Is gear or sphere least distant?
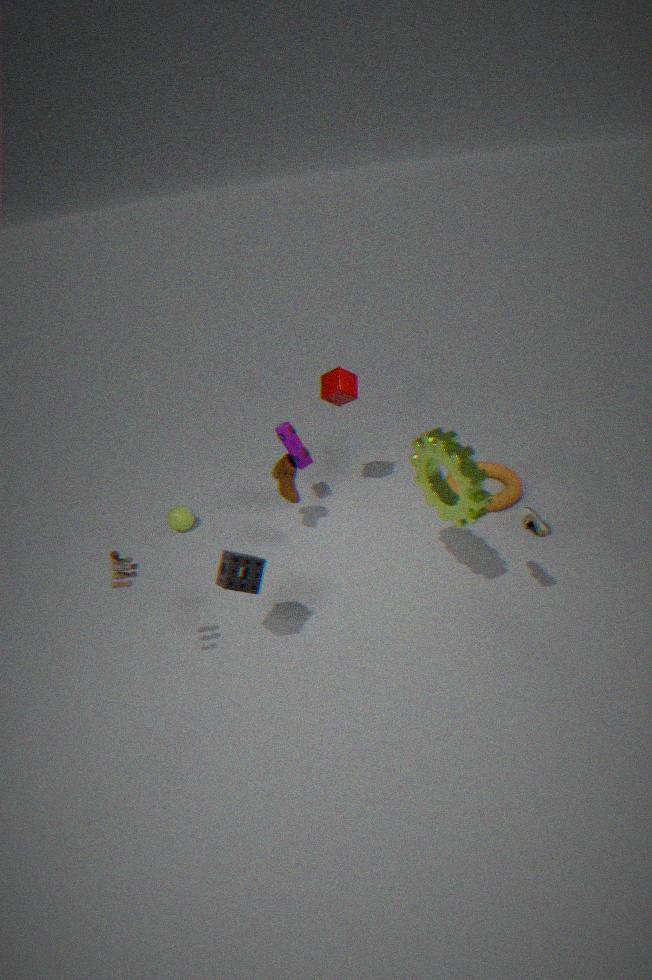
gear
